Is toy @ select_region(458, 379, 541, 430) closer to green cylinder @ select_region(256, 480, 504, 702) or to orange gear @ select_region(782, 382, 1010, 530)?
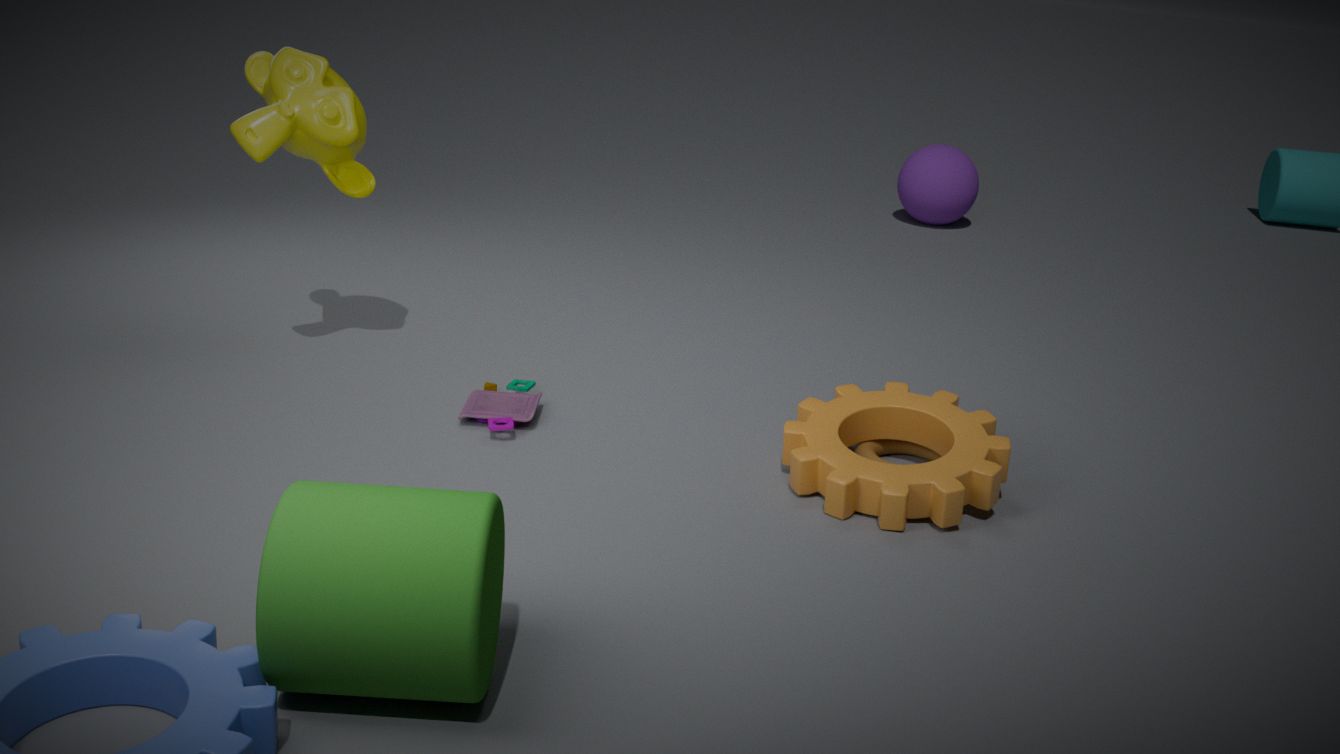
orange gear @ select_region(782, 382, 1010, 530)
